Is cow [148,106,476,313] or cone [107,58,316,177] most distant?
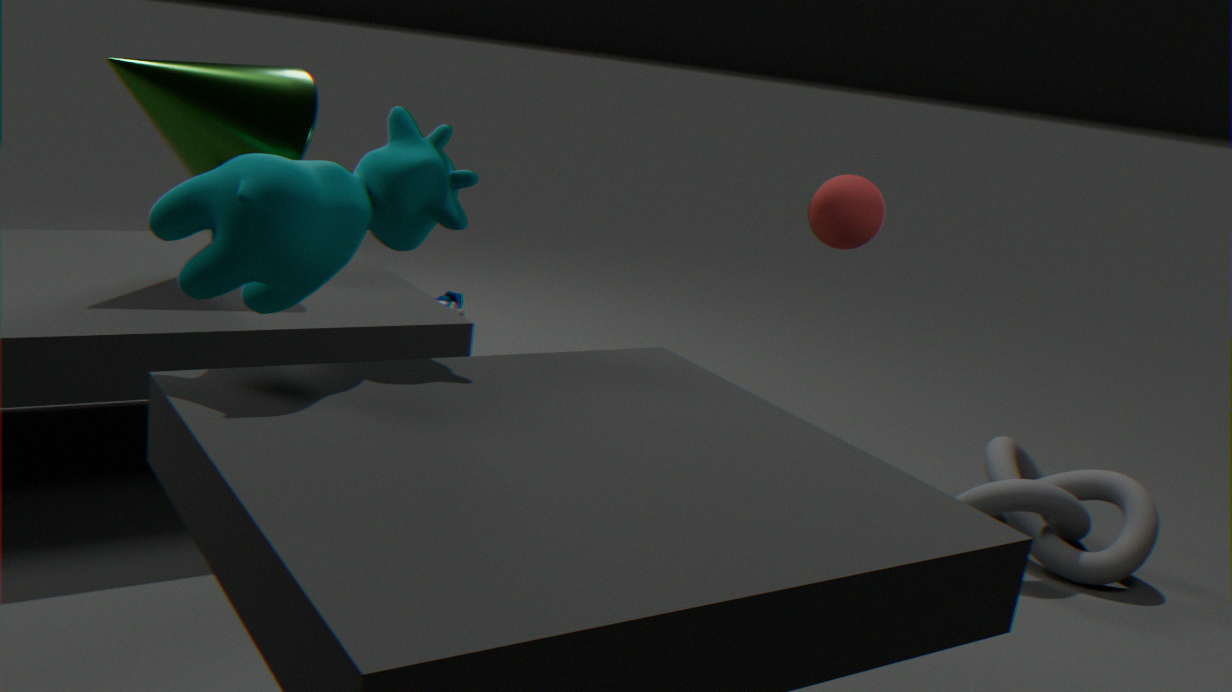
cone [107,58,316,177]
